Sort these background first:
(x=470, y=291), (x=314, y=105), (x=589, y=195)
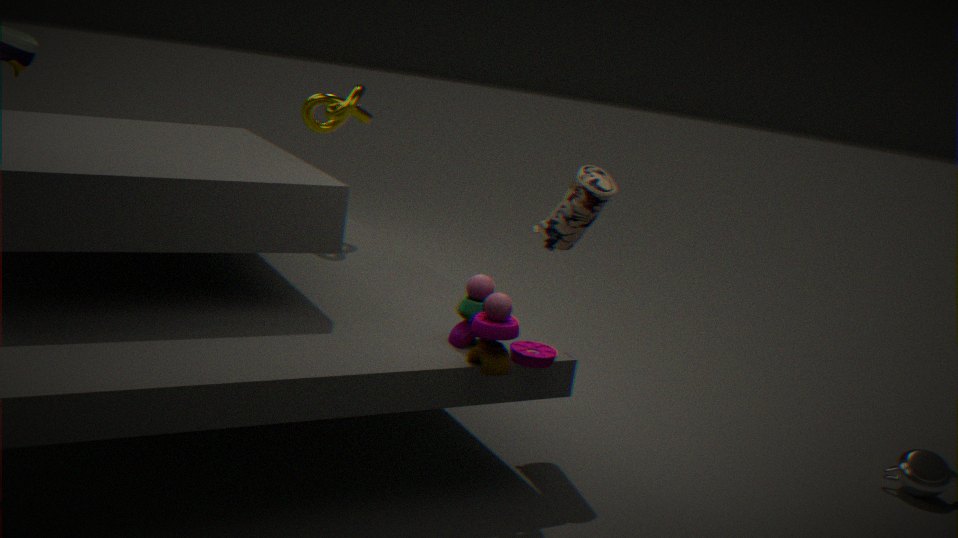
1. (x=314, y=105)
2. (x=589, y=195)
3. (x=470, y=291)
